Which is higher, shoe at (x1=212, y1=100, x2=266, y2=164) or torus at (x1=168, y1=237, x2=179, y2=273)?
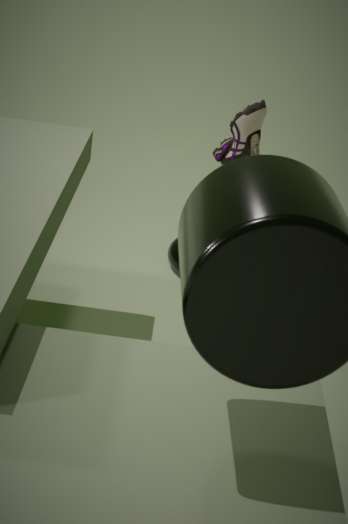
shoe at (x1=212, y1=100, x2=266, y2=164)
